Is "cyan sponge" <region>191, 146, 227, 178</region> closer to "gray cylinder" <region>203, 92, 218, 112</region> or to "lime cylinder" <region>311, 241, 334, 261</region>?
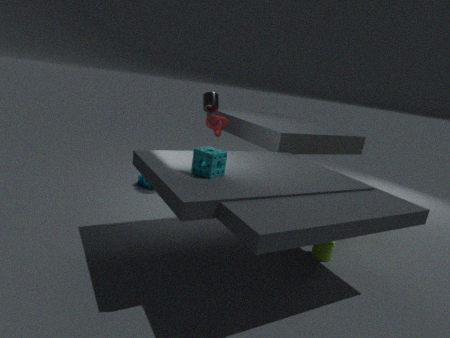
"lime cylinder" <region>311, 241, 334, 261</region>
